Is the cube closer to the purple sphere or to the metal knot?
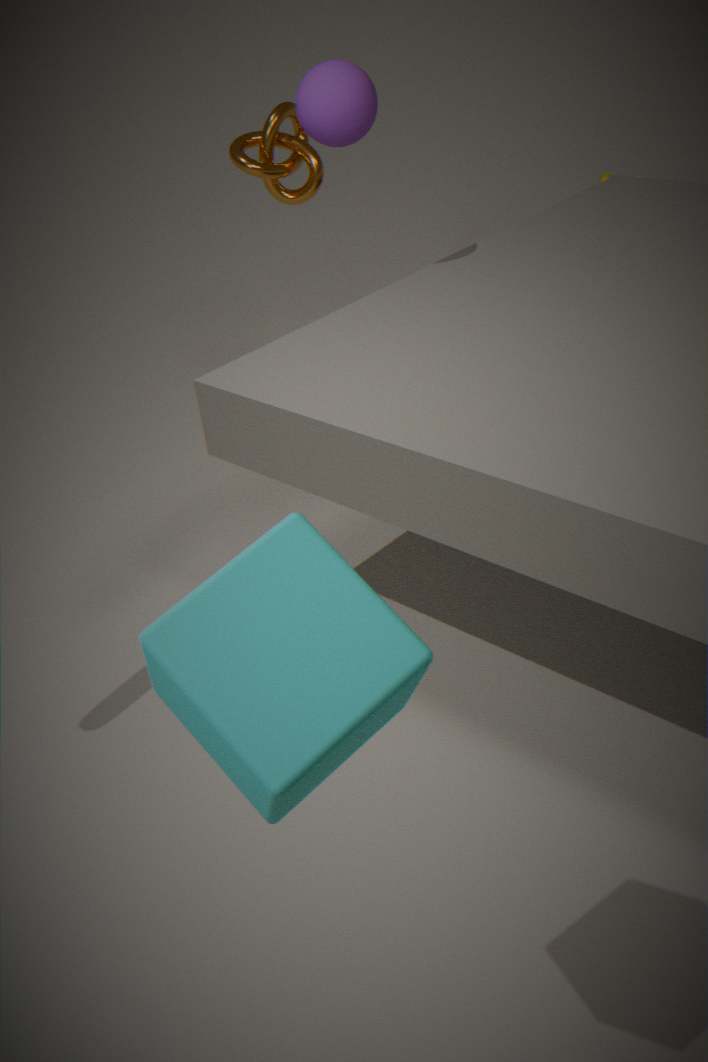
the purple sphere
